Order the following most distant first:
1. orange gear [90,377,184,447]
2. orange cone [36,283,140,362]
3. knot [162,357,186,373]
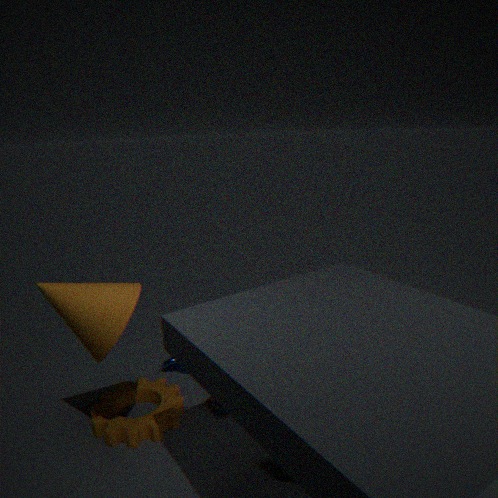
knot [162,357,186,373], orange gear [90,377,184,447], orange cone [36,283,140,362]
